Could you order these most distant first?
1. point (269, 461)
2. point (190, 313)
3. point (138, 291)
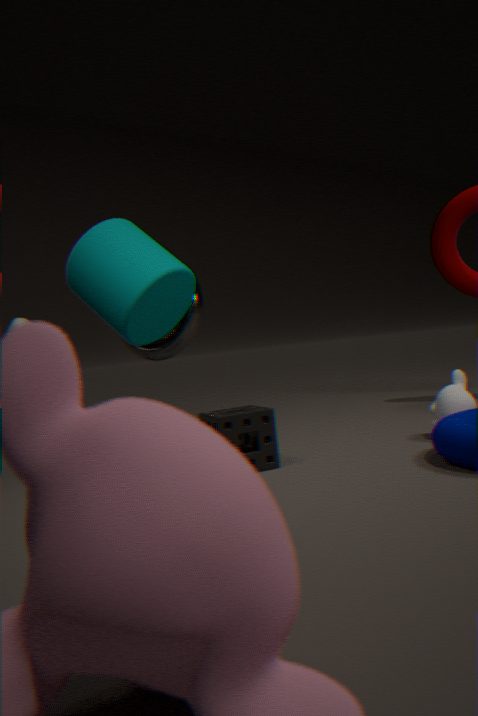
point (190, 313)
point (138, 291)
point (269, 461)
